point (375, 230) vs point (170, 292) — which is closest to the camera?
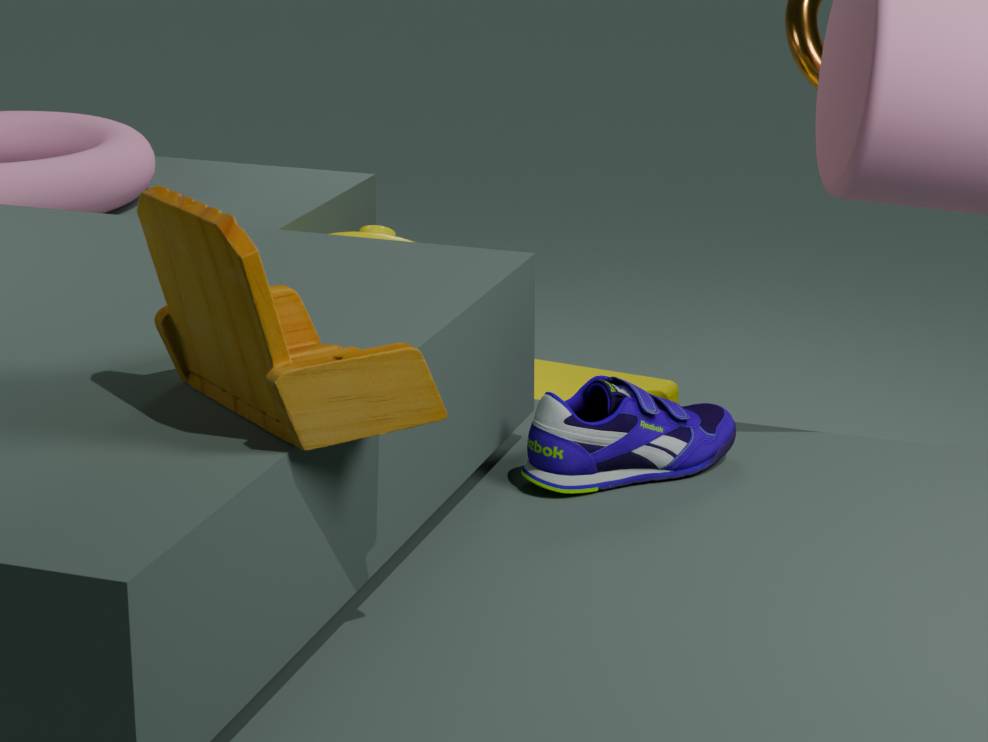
point (170, 292)
